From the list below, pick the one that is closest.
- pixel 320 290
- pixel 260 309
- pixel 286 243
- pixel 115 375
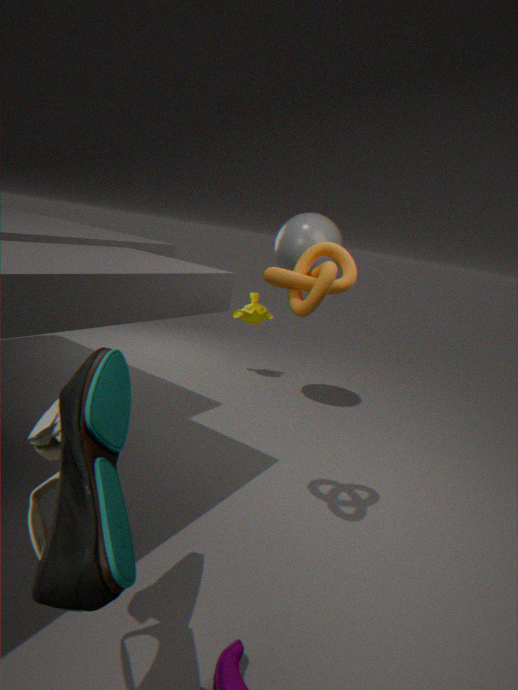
pixel 115 375
